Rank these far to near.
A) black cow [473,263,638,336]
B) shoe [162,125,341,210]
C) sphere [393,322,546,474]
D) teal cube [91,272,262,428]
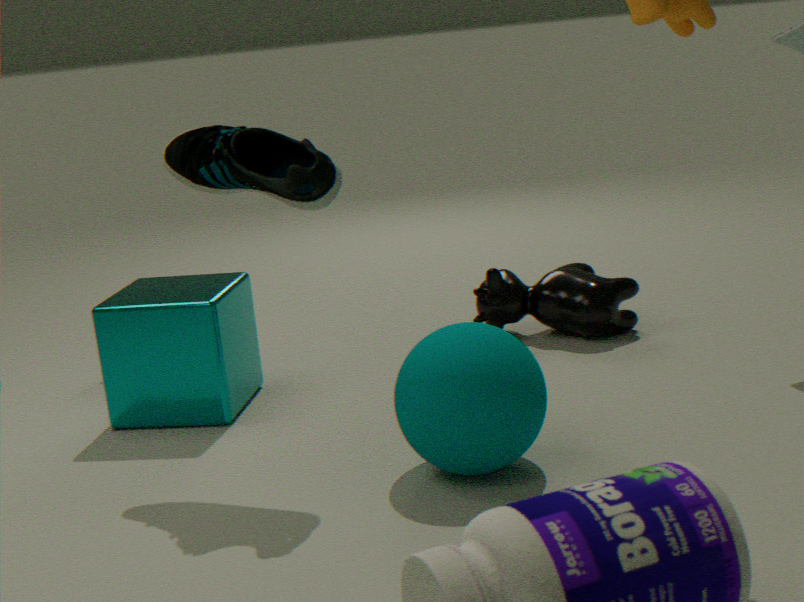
1. A. black cow [473,263,638,336]
2. D. teal cube [91,272,262,428]
3. B. shoe [162,125,341,210]
4. C. sphere [393,322,546,474]
